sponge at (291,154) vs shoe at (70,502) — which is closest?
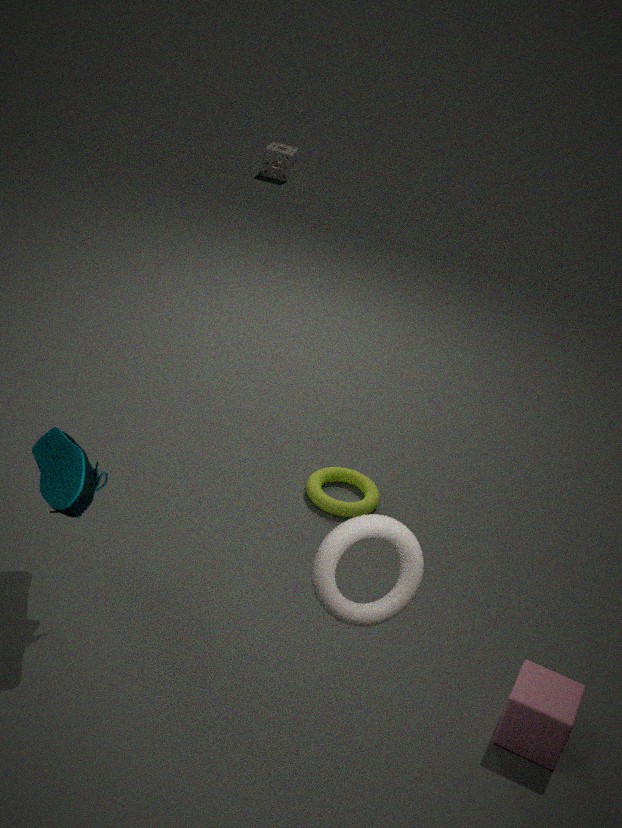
shoe at (70,502)
